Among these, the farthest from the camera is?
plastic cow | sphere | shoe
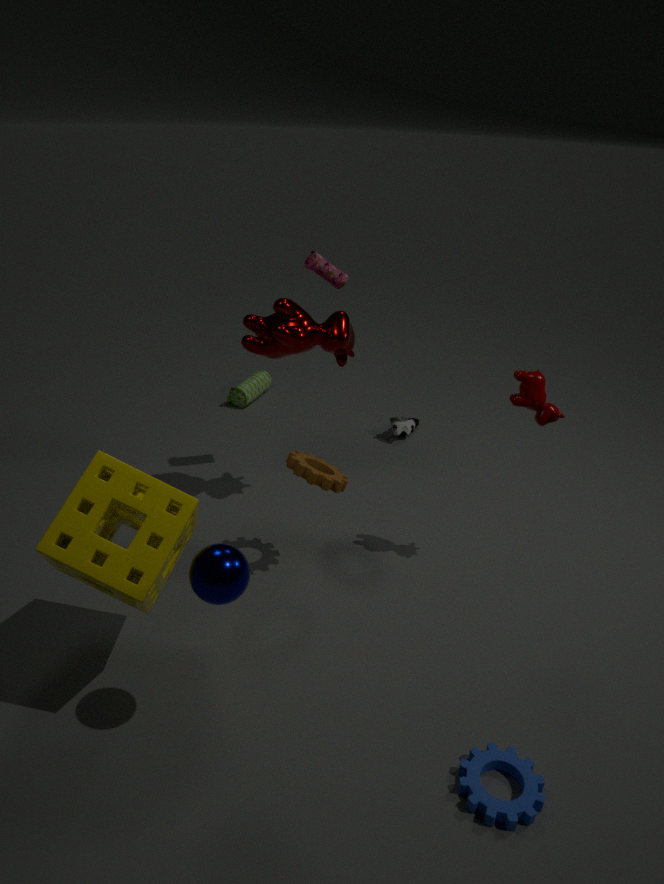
shoe
